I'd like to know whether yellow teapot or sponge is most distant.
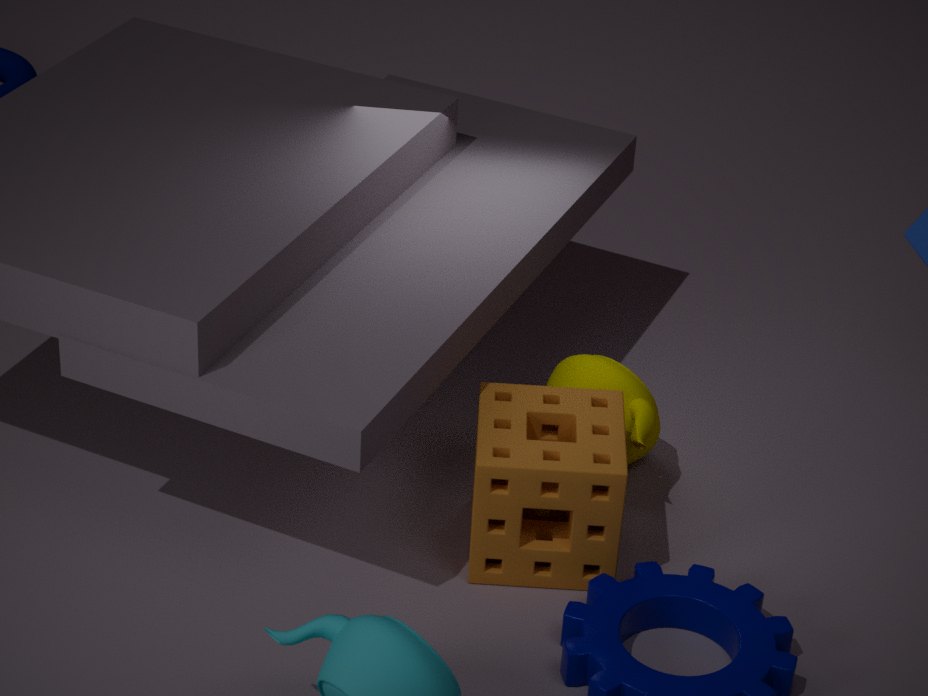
yellow teapot
